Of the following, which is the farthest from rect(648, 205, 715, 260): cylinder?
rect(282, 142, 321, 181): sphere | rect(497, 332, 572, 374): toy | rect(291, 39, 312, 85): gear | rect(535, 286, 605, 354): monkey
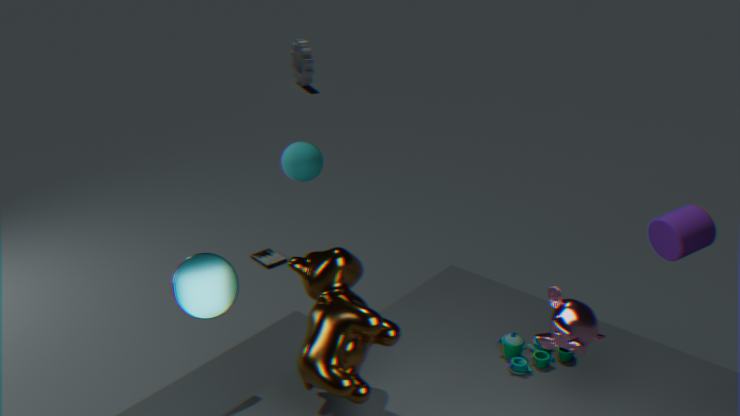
rect(291, 39, 312, 85): gear
